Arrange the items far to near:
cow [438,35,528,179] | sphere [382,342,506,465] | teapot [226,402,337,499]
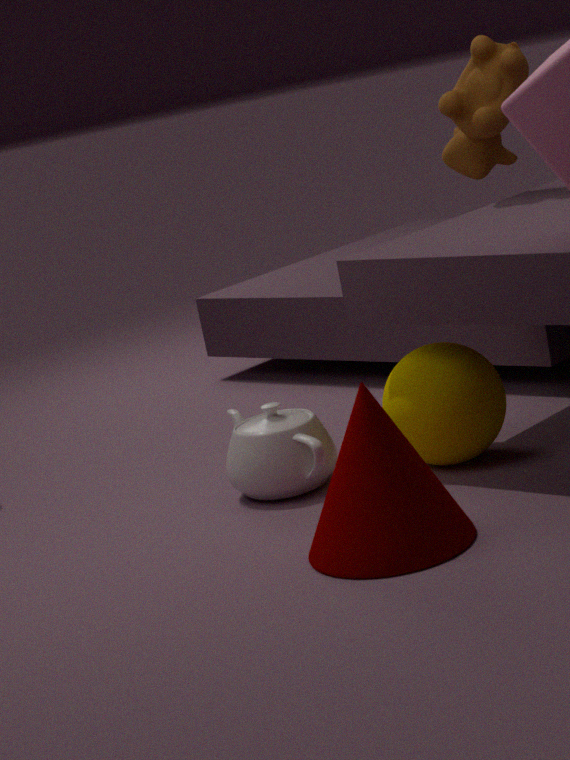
cow [438,35,528,179], teapot [226,402,337,499], sphere [382,342,506,465]
